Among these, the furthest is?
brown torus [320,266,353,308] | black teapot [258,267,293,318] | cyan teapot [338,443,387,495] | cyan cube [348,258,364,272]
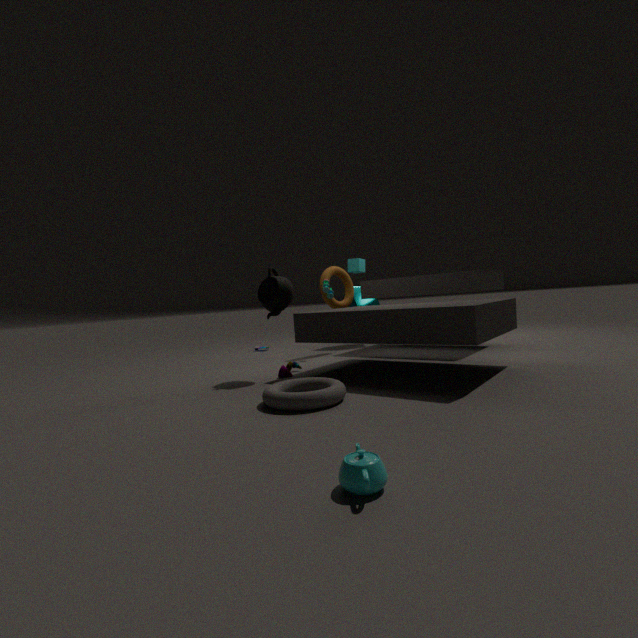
cyan cube [348,258,364,272]
